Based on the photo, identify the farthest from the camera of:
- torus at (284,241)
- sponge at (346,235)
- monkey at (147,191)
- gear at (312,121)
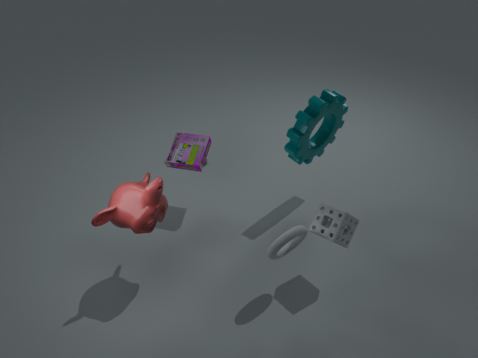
gear at (312,121)
